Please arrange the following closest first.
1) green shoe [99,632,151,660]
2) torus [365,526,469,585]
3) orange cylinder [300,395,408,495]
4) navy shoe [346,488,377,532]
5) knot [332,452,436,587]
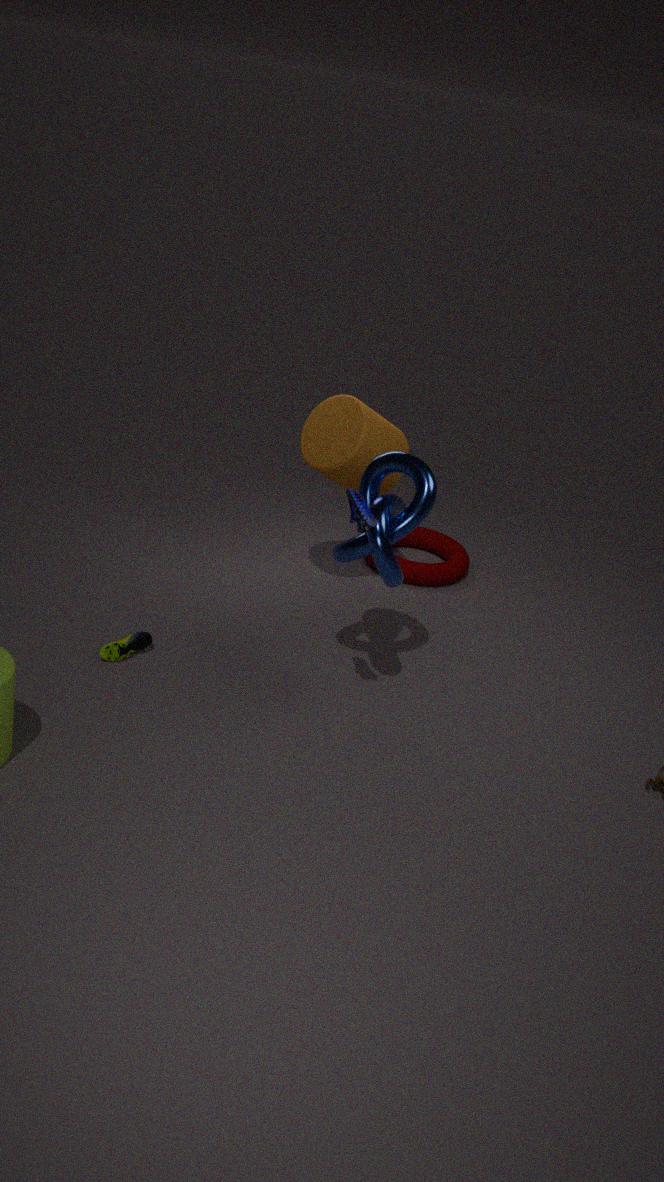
4. navy shoe [346,488,377,532], 5. knot [332,452,436,587], 1. green shoe [99,632,151,660], 3. orange cylinder [300,395,408,495], 2. torus [365,526,469,585]
